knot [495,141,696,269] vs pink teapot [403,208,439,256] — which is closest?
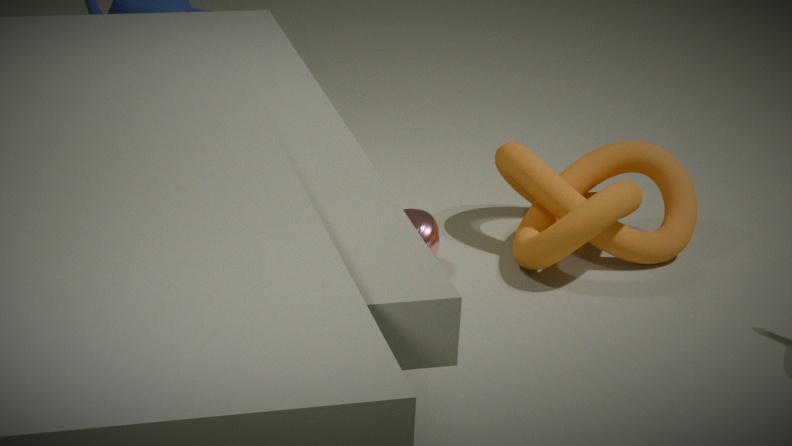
knot [495,141,696,269]
